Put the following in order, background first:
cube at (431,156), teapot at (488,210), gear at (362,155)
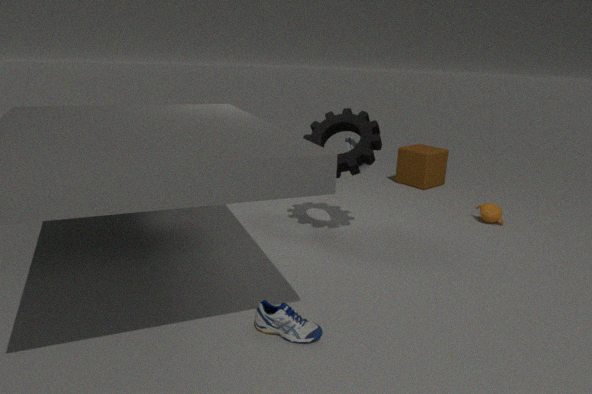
1. cube at (431,156)
2. teapot at (488,210)
3. gear at (362,155)
